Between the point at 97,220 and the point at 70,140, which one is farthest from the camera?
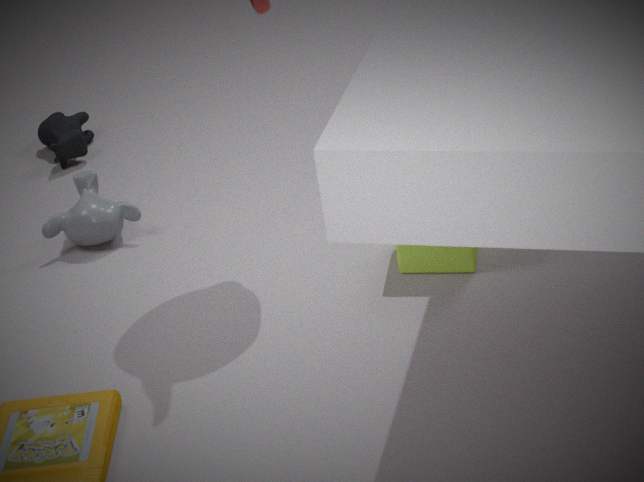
the point at 70,140
